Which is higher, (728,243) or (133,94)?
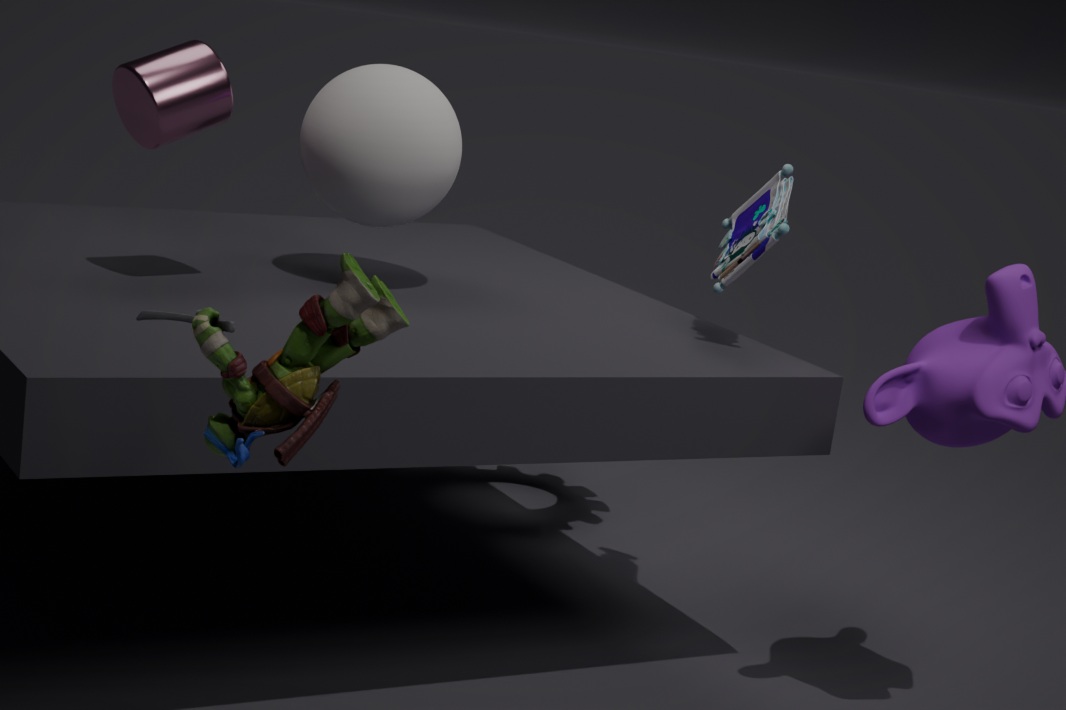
(133,94)
